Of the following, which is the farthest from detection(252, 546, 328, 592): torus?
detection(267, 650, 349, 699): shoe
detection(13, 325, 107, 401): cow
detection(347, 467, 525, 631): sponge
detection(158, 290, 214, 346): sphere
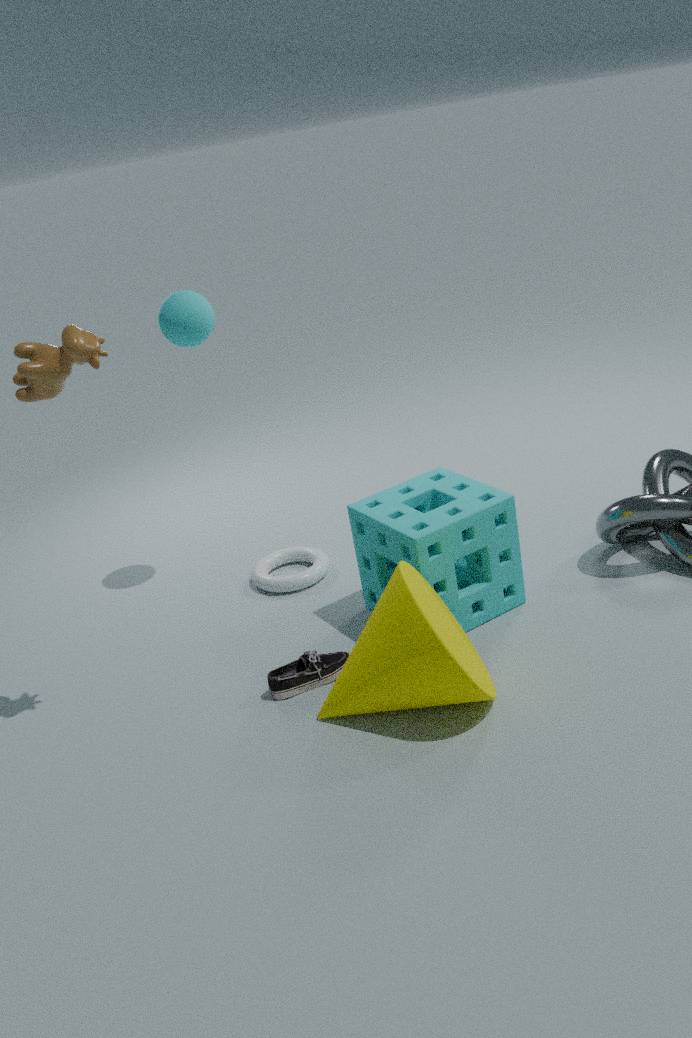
detection(13, 325, 107, 401): cow
